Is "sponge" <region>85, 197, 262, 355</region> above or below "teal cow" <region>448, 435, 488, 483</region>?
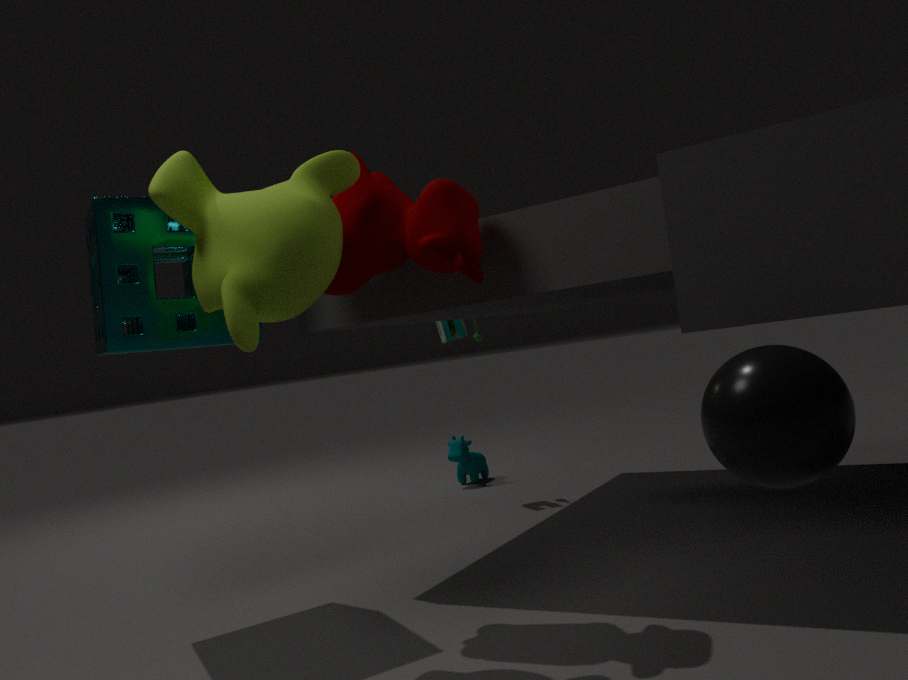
above
